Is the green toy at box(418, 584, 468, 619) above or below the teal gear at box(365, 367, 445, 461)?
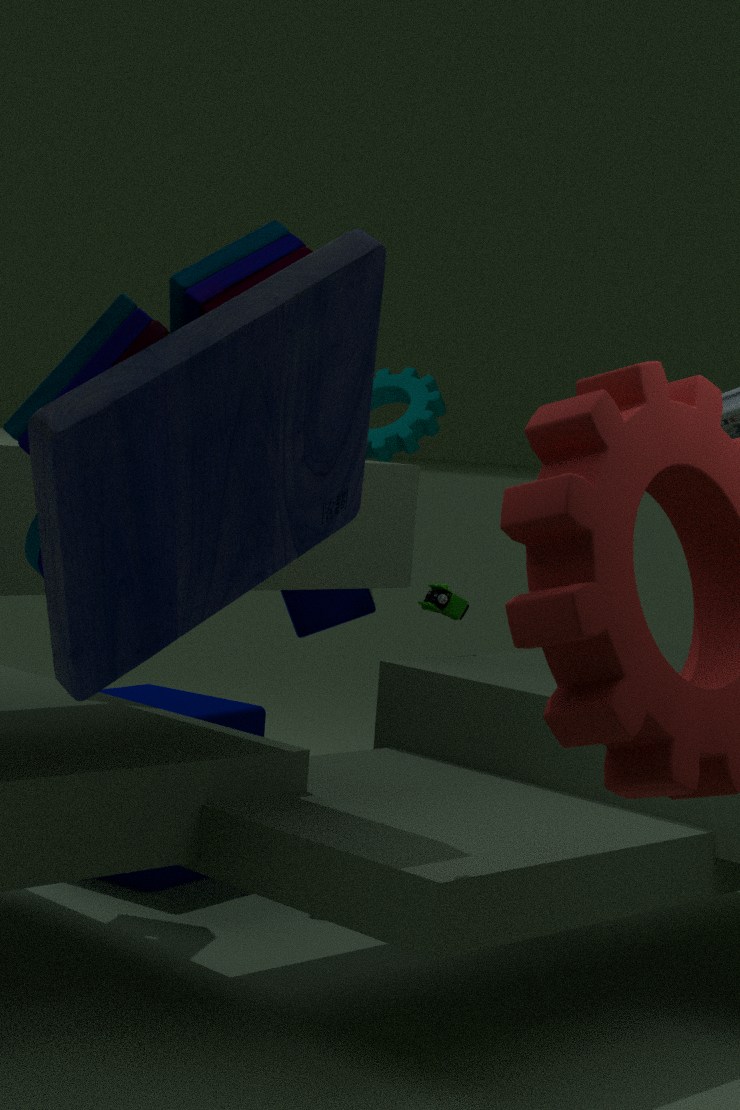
below
